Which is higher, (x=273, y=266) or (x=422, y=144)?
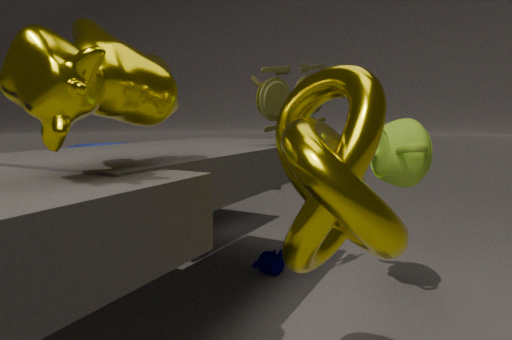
(x=422, y=144)
